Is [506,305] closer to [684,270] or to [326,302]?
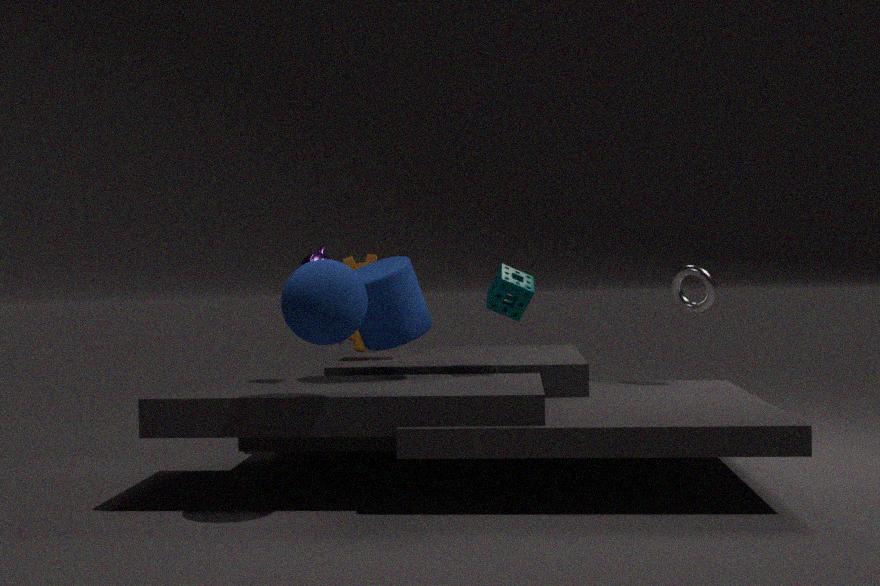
[326,302]
